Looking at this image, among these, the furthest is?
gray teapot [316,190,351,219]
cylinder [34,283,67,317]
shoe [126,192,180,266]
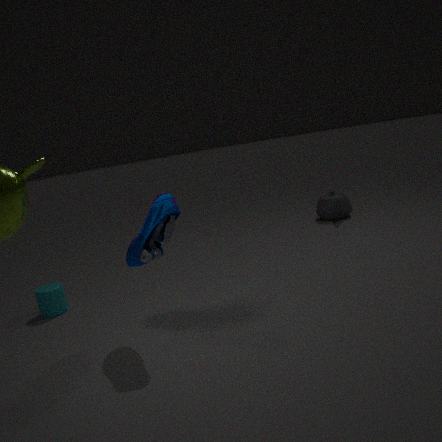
gray teapot [316,190,351,219]
